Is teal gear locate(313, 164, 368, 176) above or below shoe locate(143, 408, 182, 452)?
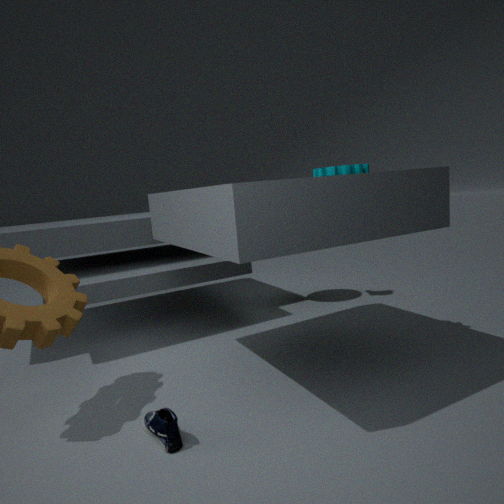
above
